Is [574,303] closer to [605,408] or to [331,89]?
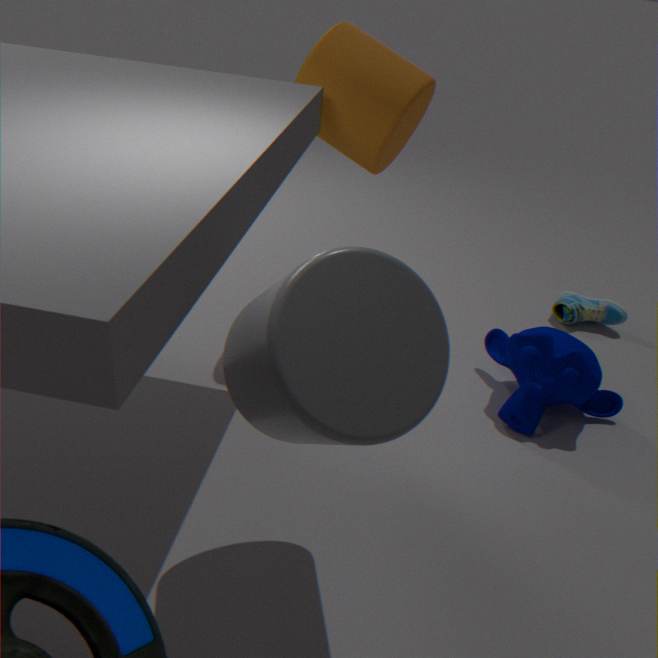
[605,408]
